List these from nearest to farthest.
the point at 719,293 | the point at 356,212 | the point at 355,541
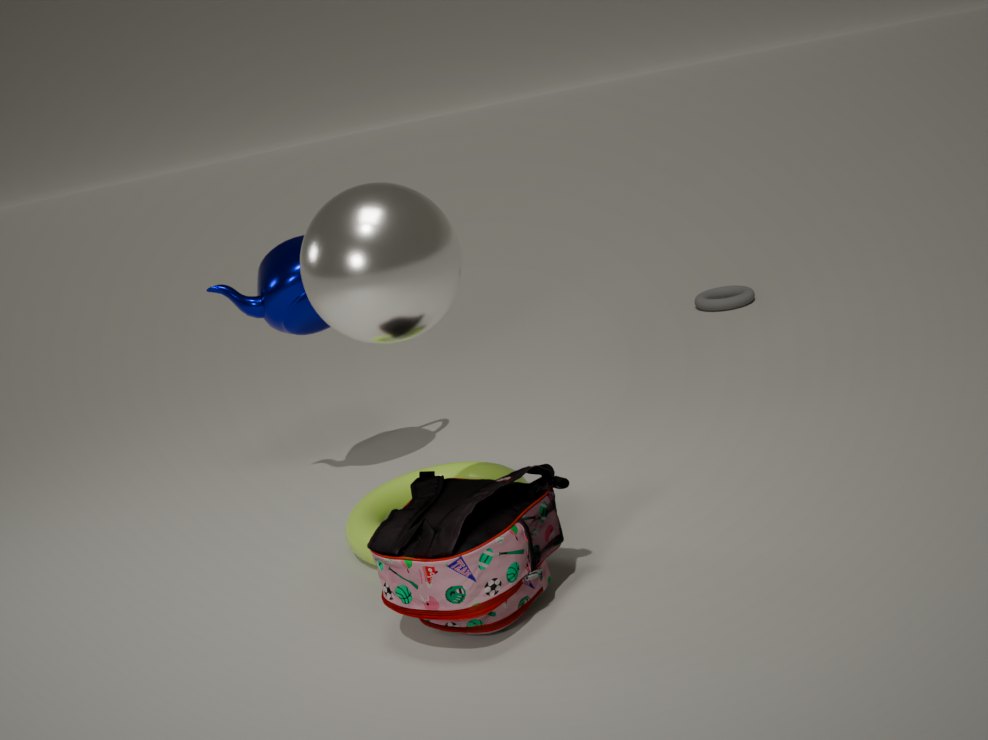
the point at 356,212, the point at 355,541, the point at 719,293
